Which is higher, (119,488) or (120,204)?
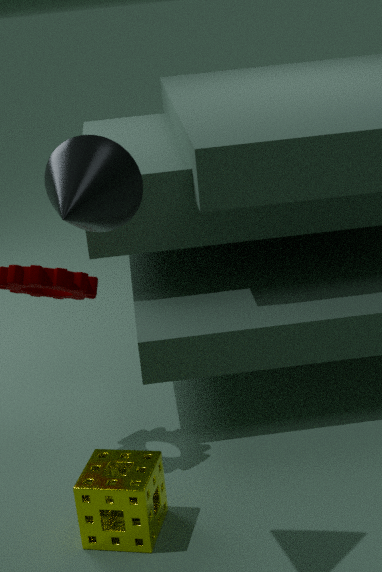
(120,204)
